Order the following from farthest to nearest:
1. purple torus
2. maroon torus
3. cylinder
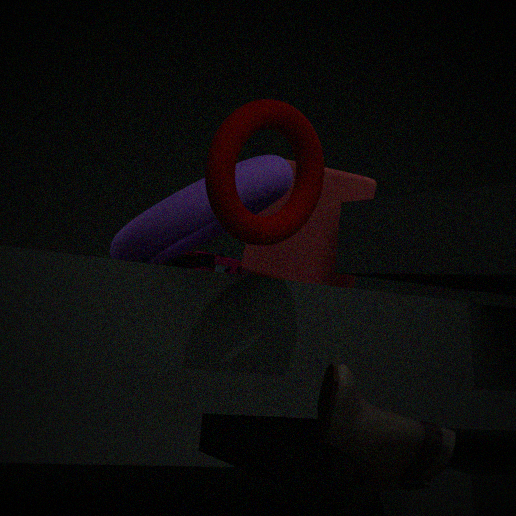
1. cylinder
2. purple torus
3. maroon torus
